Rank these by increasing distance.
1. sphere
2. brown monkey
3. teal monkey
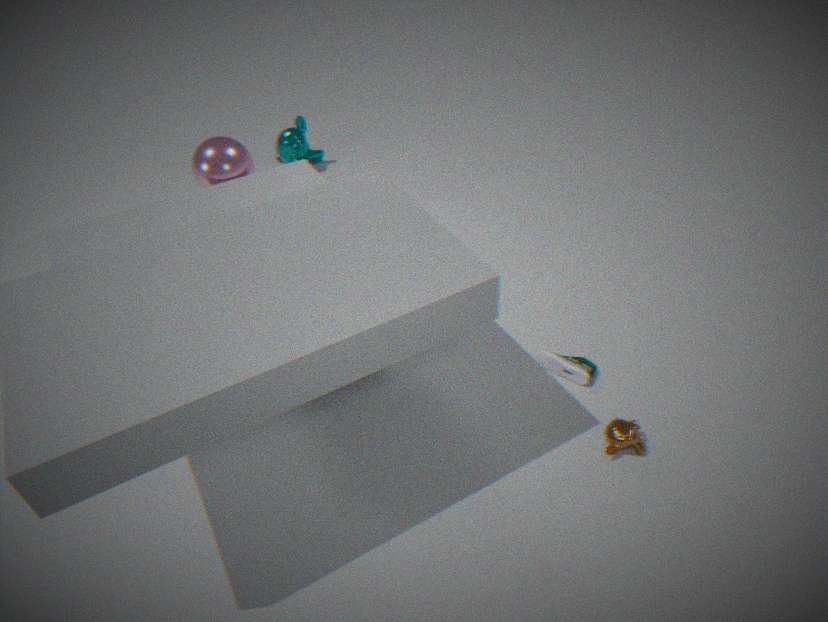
brown monkey
sphere
teal monkey
